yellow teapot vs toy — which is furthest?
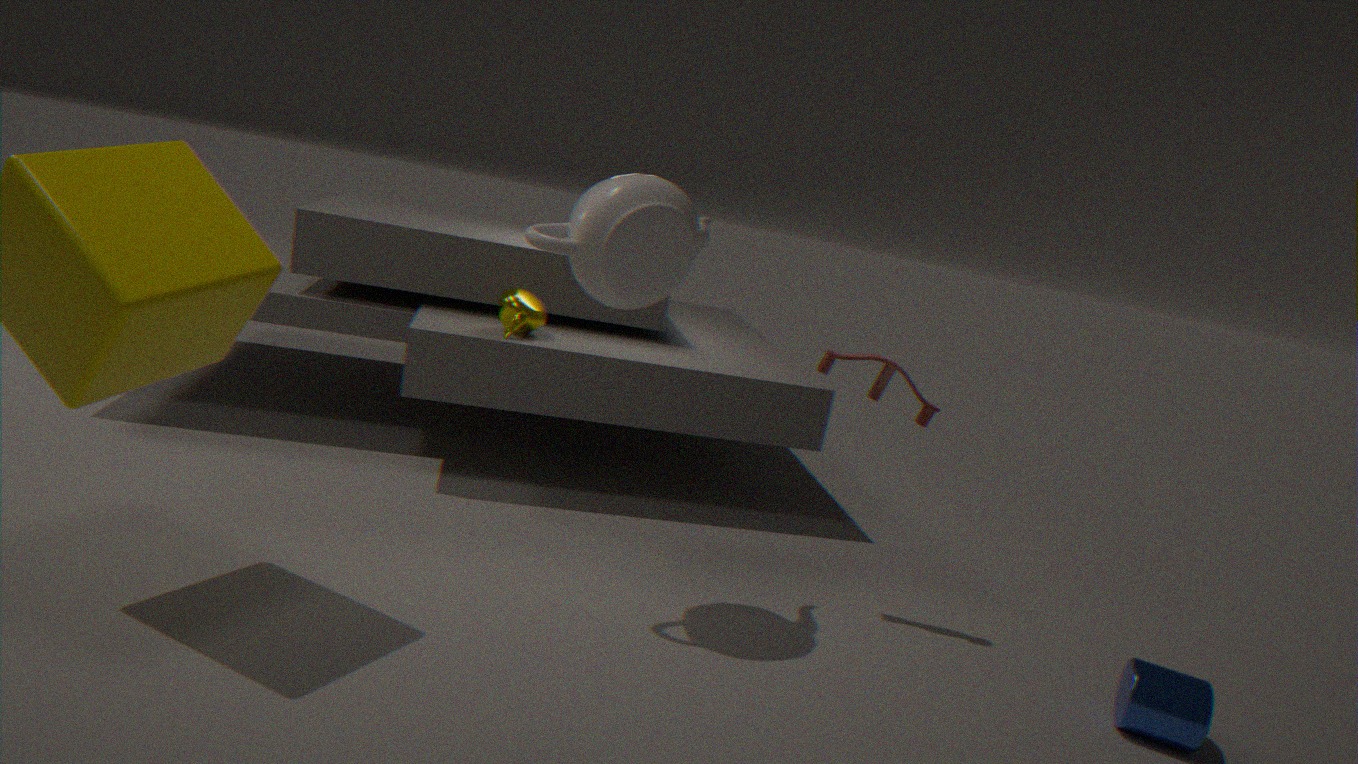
yellow teapot
